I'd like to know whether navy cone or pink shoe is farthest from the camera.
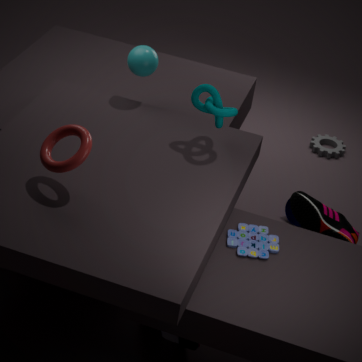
navy cone
